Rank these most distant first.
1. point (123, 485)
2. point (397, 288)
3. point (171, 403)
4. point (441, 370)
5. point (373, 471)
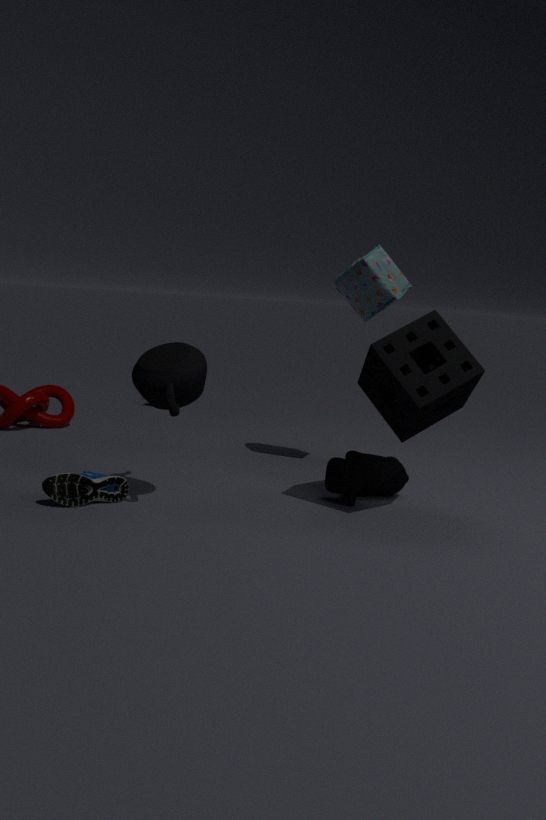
1. point (397, 288)
2. point (373, 471)
3. point (123, 485)
4. point (441, 370)
5. point (171, 403)
